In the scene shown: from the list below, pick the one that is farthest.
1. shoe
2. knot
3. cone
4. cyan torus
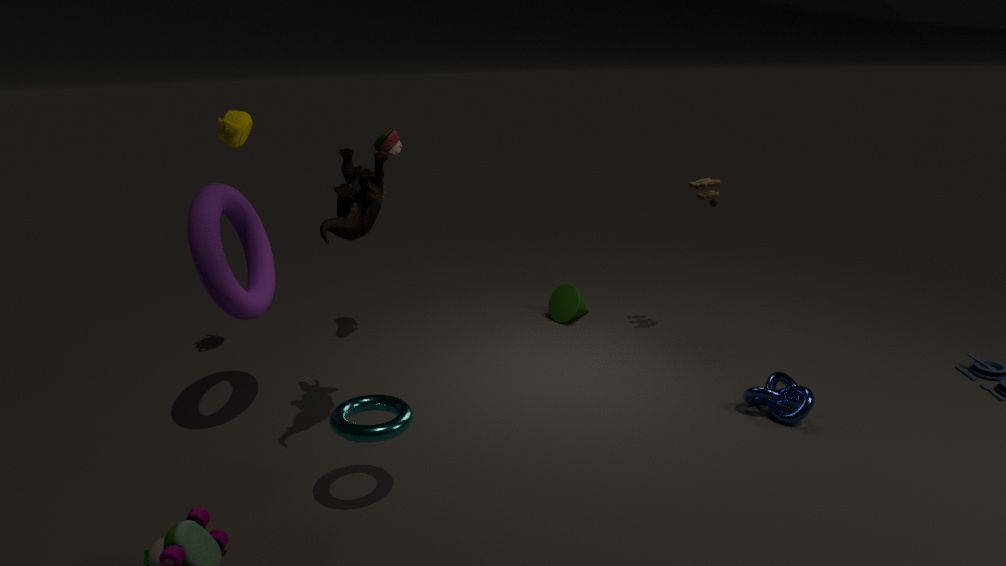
cone
